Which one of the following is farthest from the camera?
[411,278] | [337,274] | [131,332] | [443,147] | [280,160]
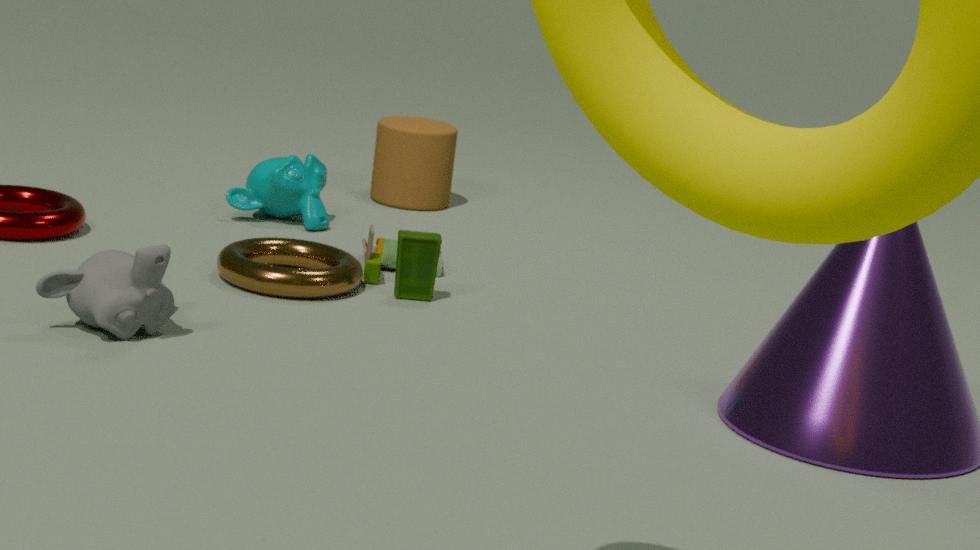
[443,147]
